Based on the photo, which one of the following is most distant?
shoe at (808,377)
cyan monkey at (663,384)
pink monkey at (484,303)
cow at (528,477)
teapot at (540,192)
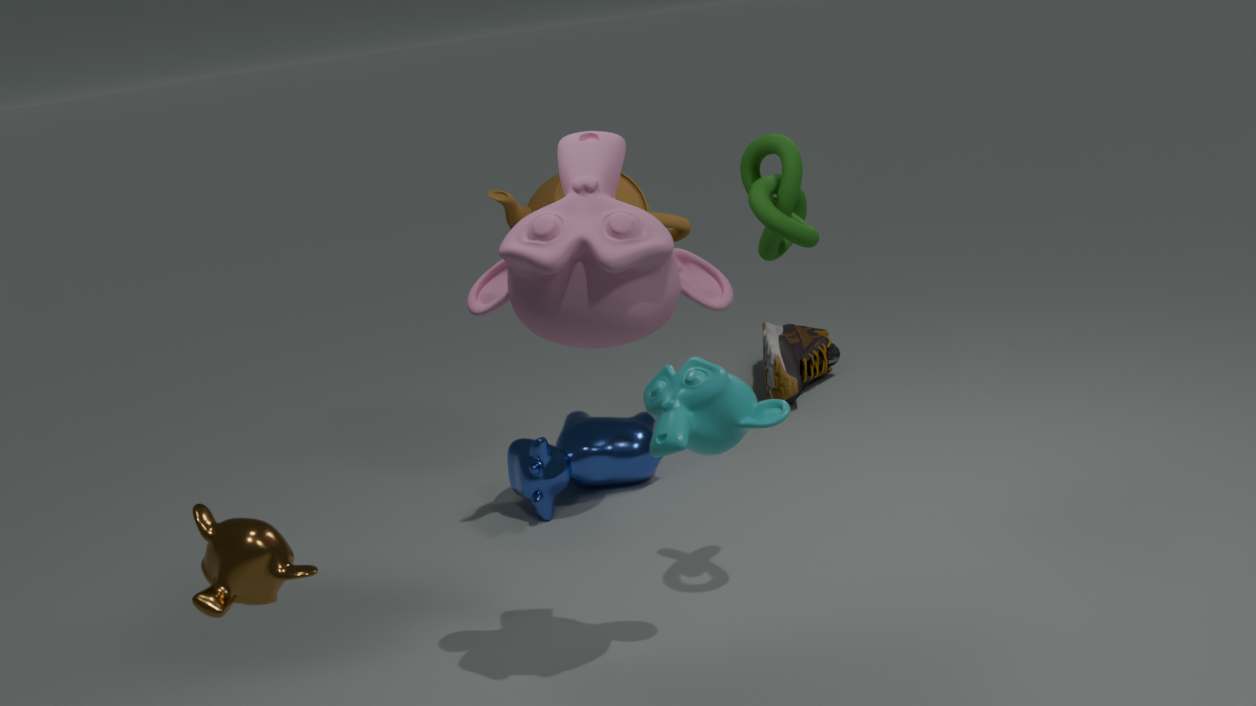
shoe at (808,377)
